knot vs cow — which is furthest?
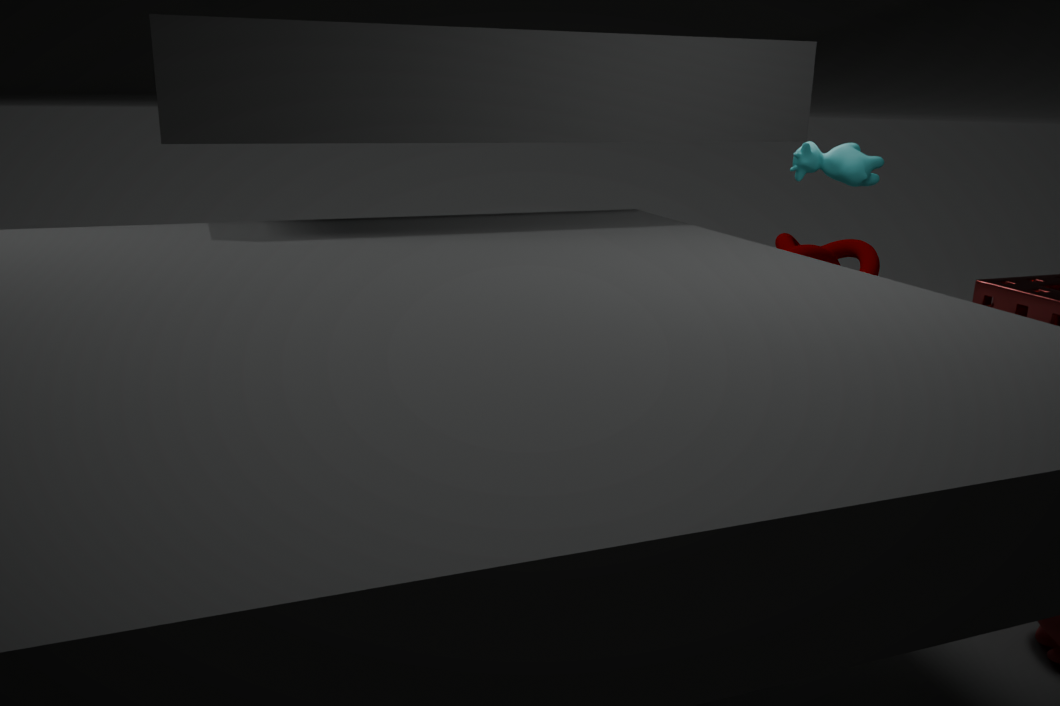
knot
